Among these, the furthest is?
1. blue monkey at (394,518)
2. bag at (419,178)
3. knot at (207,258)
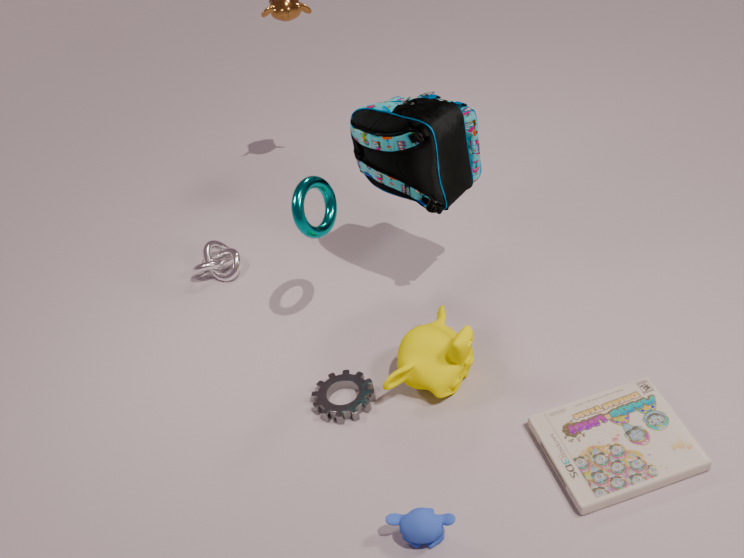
knot at (207,258)
